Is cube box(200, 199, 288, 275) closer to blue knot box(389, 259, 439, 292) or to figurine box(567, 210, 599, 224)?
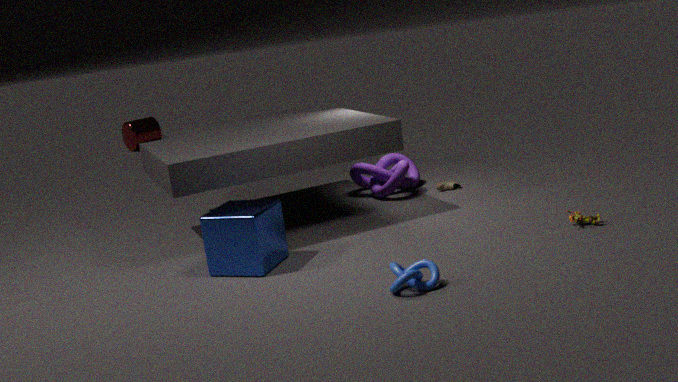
blue knot box(389, 259, 439, 292)
